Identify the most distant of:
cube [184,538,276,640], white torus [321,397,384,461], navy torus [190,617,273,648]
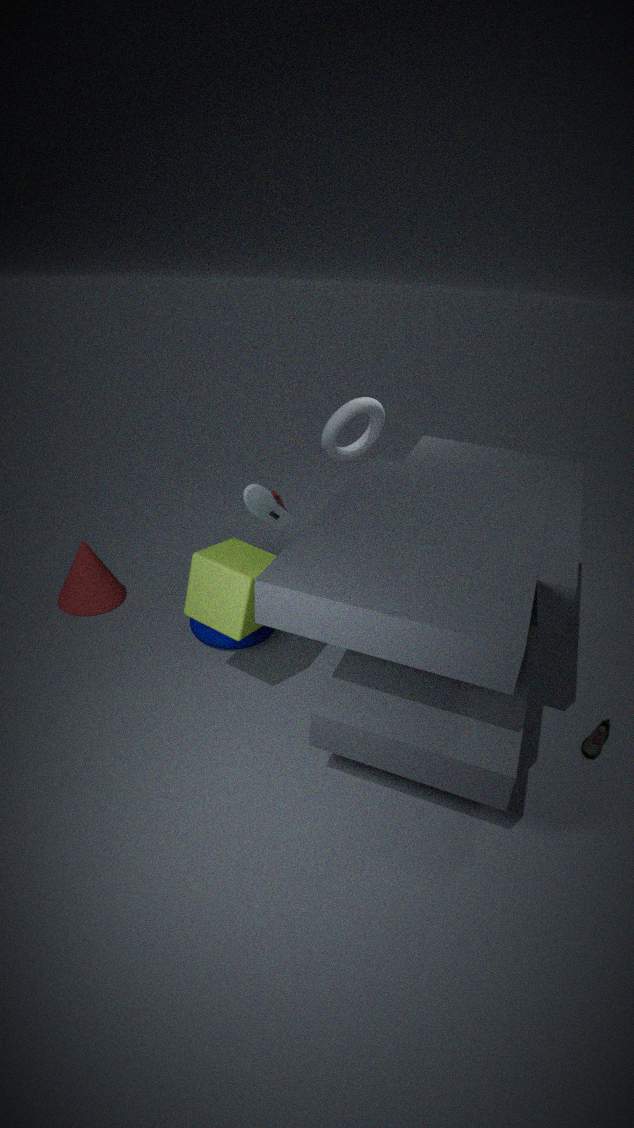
white torus [321,397,384,461]
